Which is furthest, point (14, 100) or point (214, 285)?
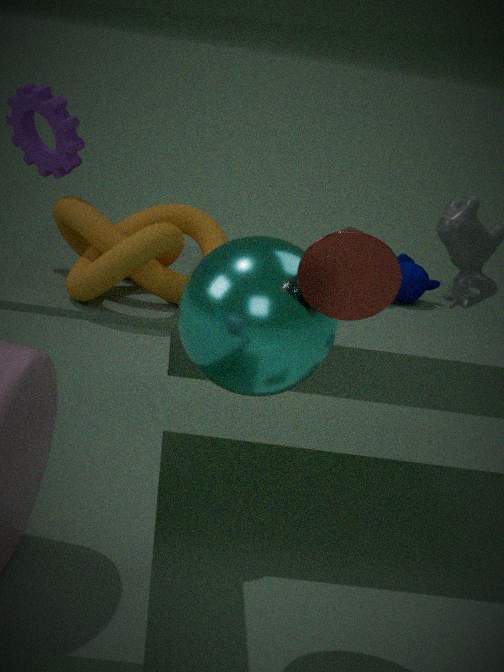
point (14, 100)
